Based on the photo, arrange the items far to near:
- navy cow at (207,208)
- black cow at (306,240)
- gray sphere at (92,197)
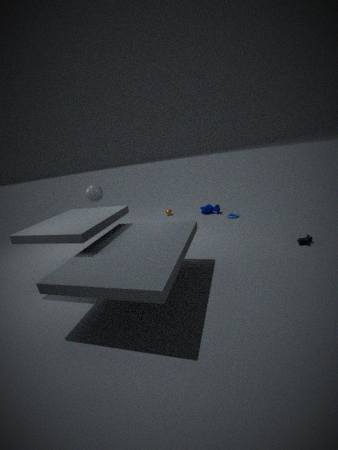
navy cow at (207,208) → gray sphere at (92,197) → black cow at (306,240)
